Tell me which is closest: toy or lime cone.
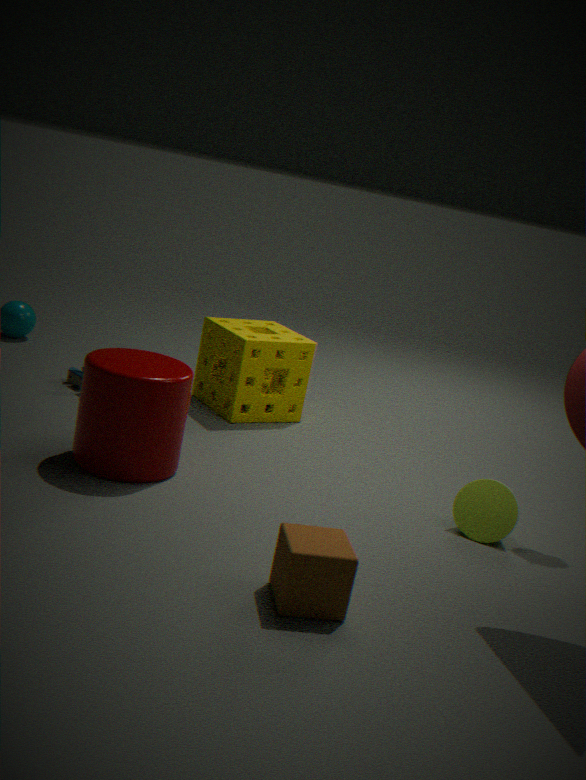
lime cone
